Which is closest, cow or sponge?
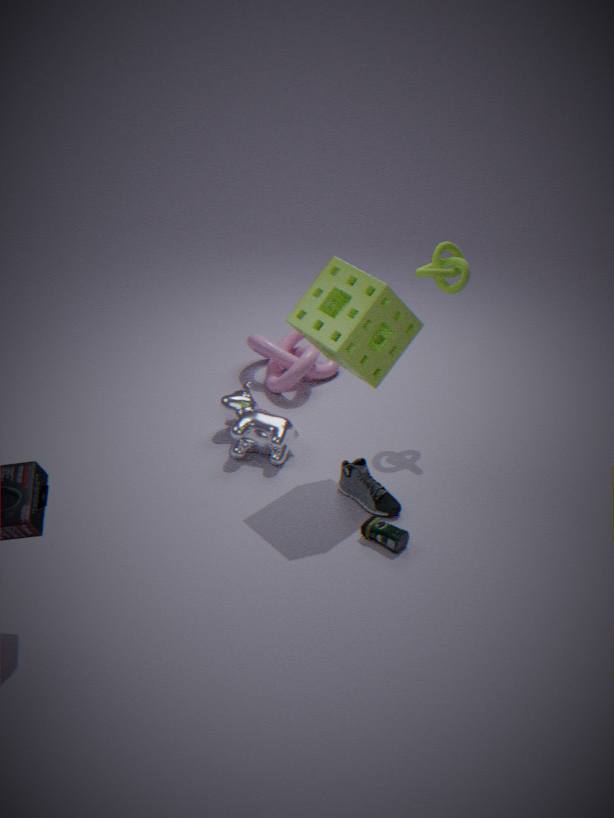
sponge
